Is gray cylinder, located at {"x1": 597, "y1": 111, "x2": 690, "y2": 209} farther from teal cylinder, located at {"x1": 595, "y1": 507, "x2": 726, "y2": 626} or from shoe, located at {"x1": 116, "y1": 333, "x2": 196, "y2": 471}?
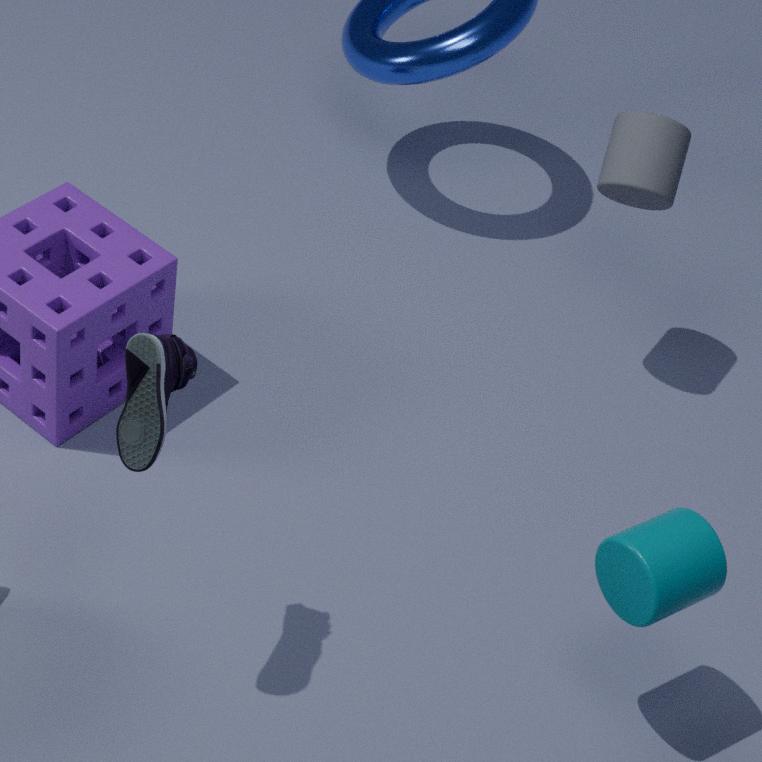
shoe, located at {"x1": 116, "y1": 333, "x2": 196, "y2": 471}
